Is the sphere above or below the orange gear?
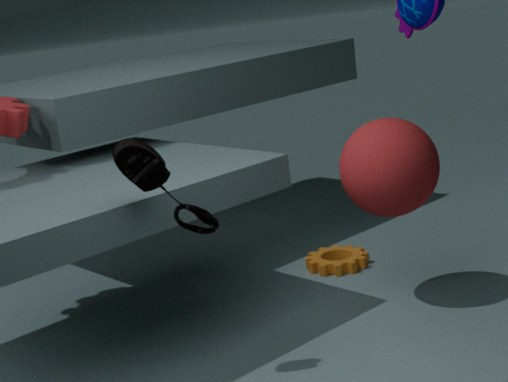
above
